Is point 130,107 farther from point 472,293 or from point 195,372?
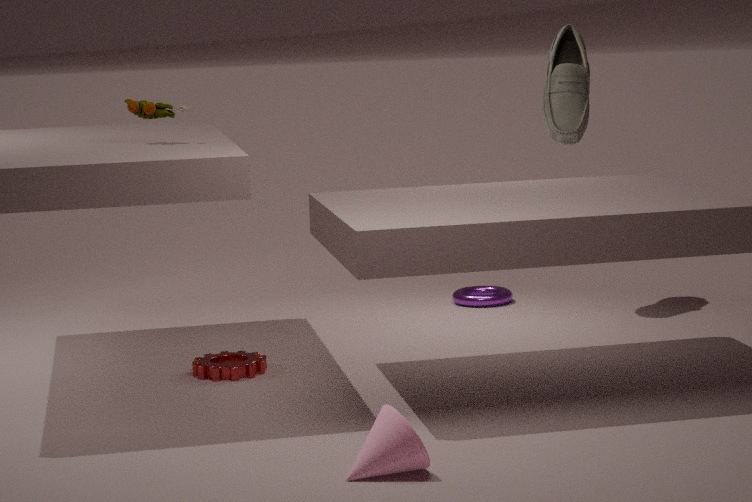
point 472,293
